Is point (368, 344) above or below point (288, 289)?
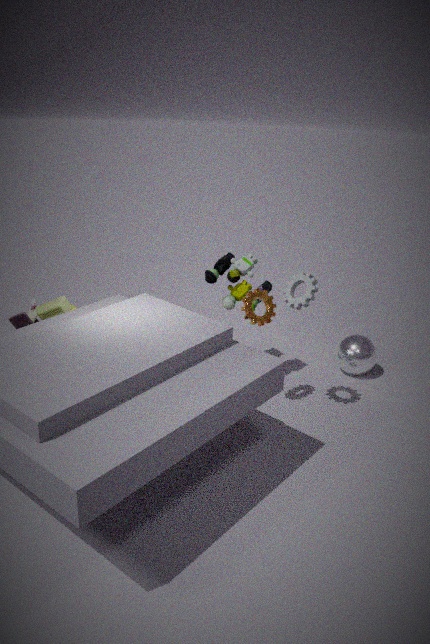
below
